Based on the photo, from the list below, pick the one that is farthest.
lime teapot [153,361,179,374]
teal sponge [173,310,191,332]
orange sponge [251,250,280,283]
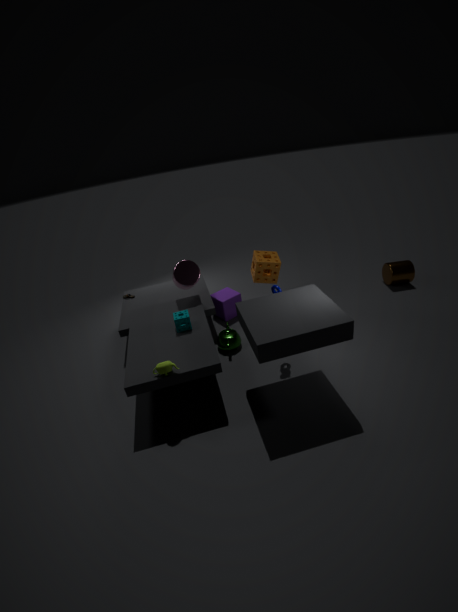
orange sponge [251,250,280,283]
